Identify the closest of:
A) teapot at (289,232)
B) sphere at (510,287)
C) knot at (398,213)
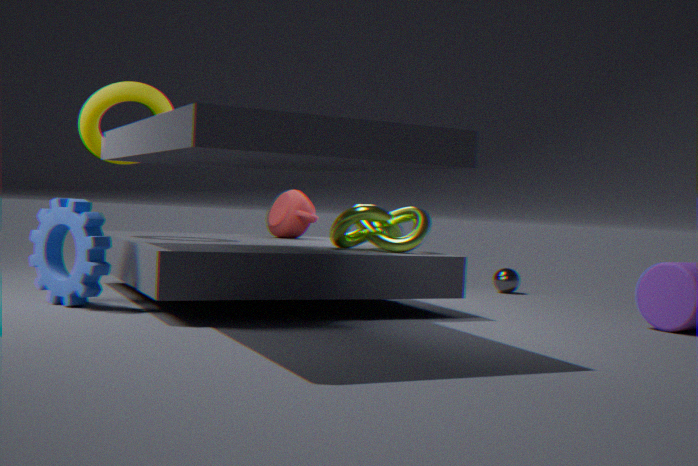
knot at (398,213)
